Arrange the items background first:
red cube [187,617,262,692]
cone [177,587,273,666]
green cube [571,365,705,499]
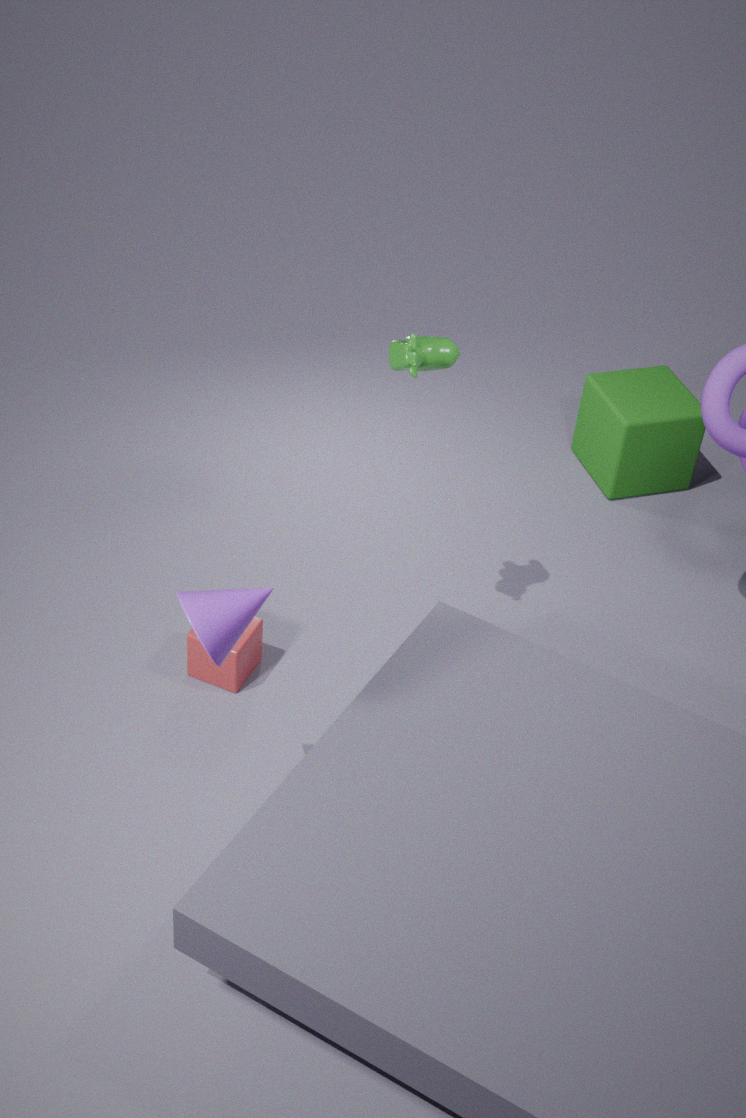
green cube [571,365,705,499]
red cube [187,617,262,692]
cone [177,587,273,666]
